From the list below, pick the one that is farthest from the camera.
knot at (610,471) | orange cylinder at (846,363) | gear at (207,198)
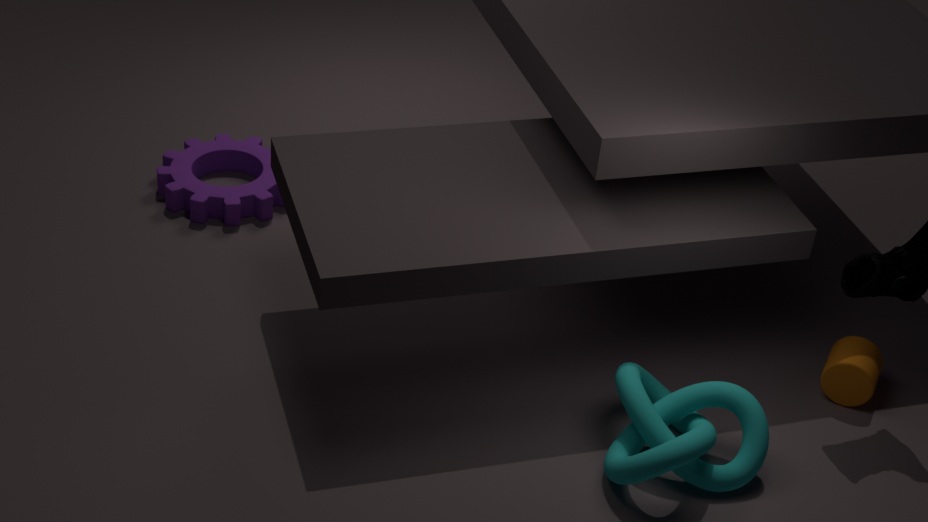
gear at (207,198)
